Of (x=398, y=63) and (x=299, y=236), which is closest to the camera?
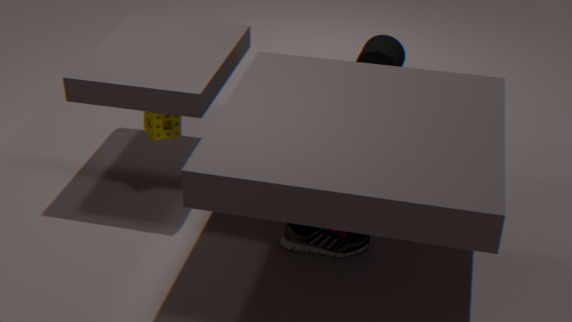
(x=299, y=236)
